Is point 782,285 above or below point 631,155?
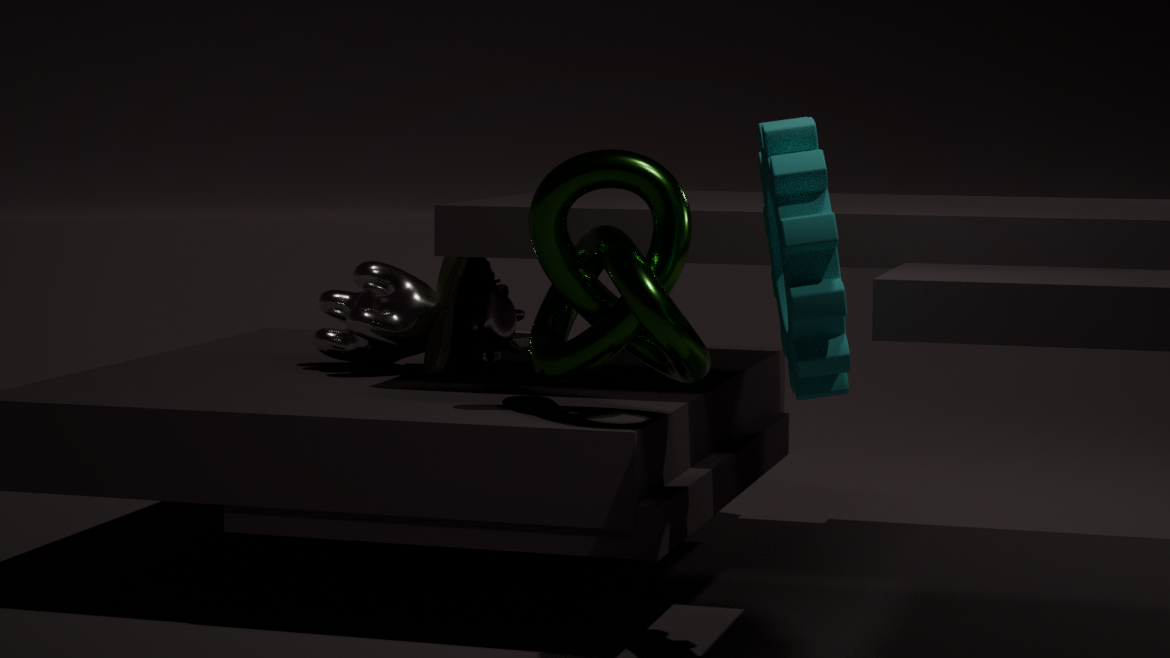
above
